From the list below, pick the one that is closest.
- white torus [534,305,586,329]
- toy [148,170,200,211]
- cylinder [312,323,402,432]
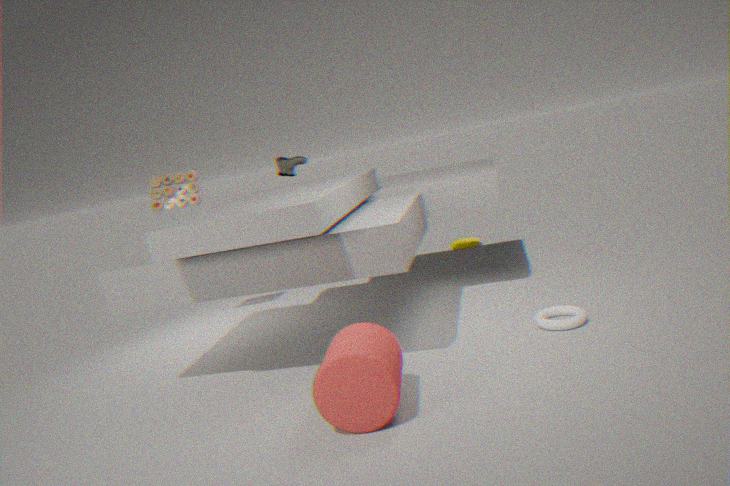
cylinder [312,323,402,432]
